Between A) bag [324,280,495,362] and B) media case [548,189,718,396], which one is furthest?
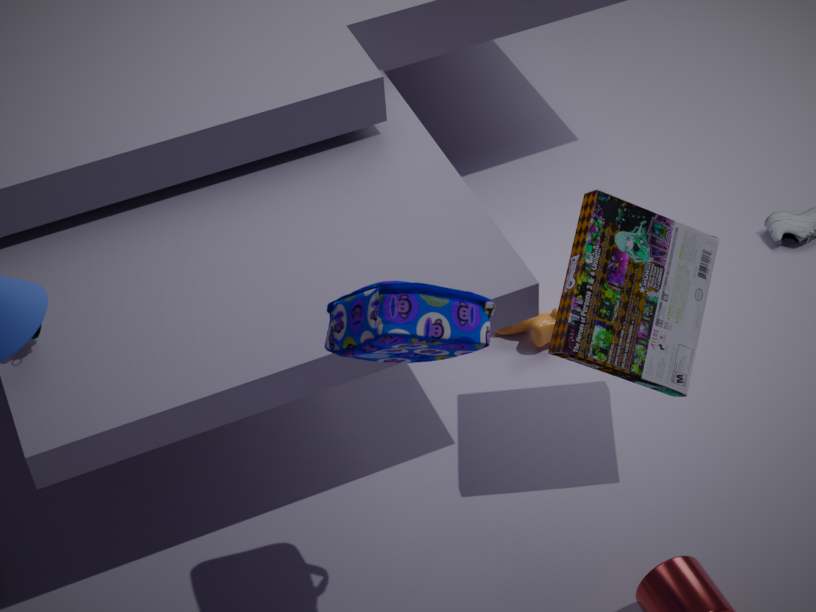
B. media case [548,189,718,396]
